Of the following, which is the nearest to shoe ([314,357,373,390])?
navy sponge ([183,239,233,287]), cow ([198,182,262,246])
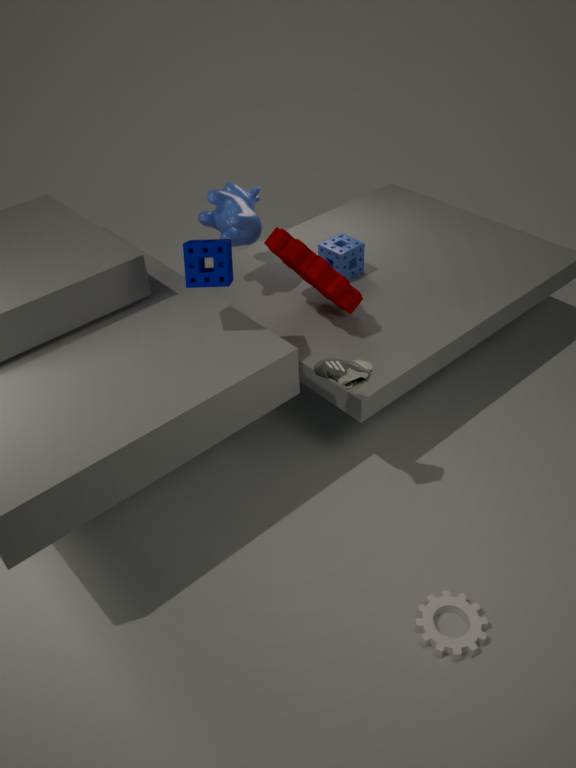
navy sponge ([183,239,233,287])
